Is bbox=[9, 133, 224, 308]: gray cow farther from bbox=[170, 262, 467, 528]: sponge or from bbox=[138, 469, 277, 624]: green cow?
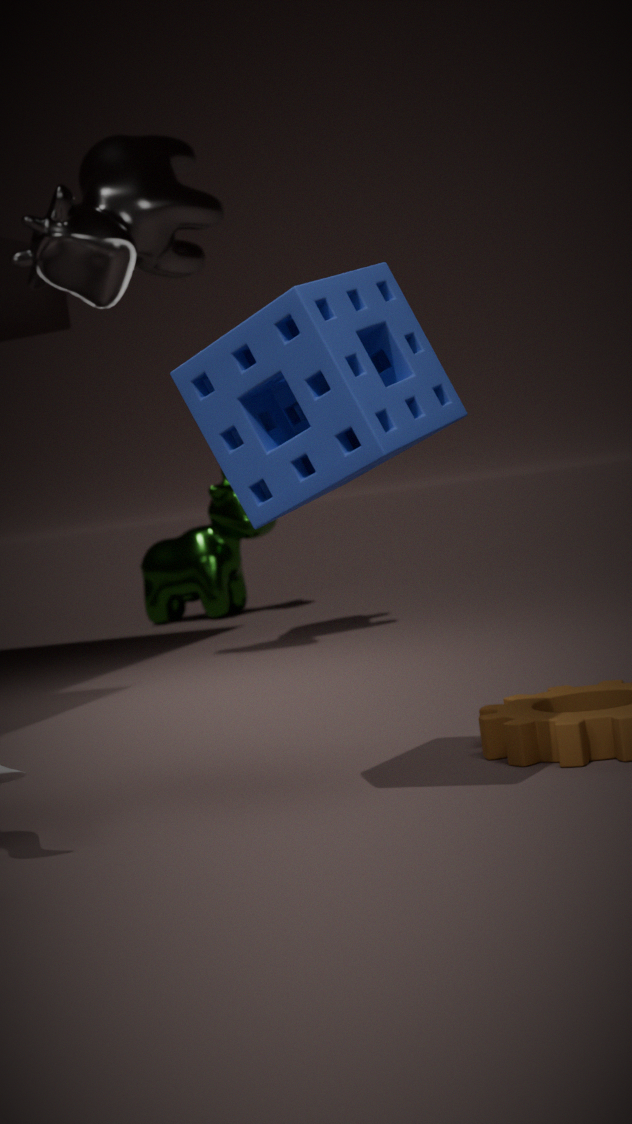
bbox=[170, 262, 467, 528]: sponge
